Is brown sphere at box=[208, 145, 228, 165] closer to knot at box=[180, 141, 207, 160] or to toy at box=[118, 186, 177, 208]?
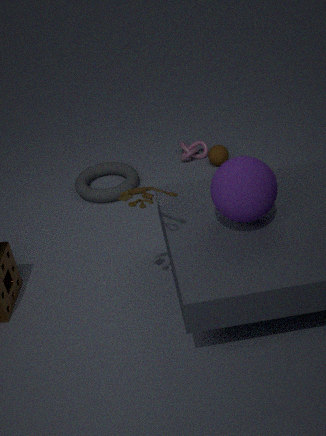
knot at box=[180, 141, 207, 160]
